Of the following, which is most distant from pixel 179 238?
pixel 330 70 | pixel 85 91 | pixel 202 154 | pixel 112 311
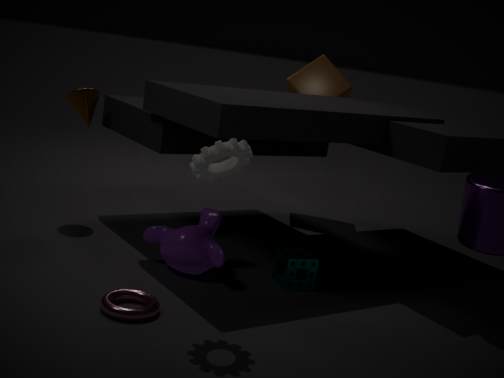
pixel 330 70
